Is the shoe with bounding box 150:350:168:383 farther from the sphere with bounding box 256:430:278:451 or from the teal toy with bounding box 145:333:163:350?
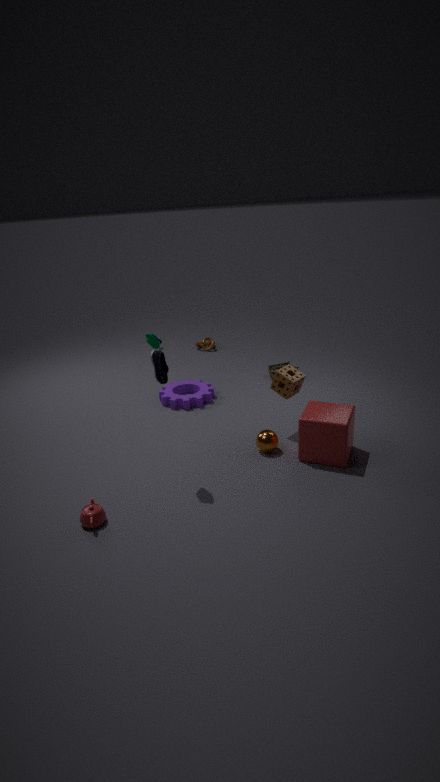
the teal toy with bounding box 145:333:163:350
